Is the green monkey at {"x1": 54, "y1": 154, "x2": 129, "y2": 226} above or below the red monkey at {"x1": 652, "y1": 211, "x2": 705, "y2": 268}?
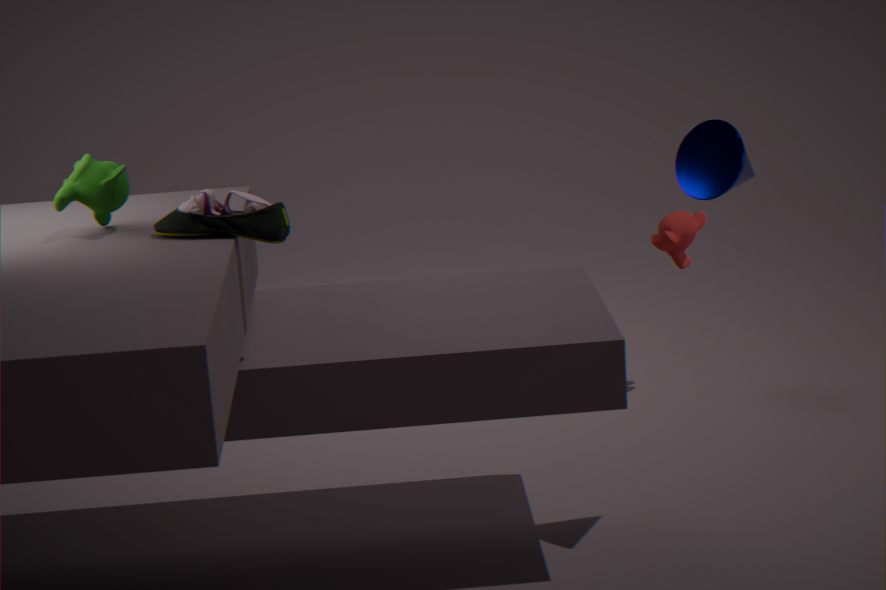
above
